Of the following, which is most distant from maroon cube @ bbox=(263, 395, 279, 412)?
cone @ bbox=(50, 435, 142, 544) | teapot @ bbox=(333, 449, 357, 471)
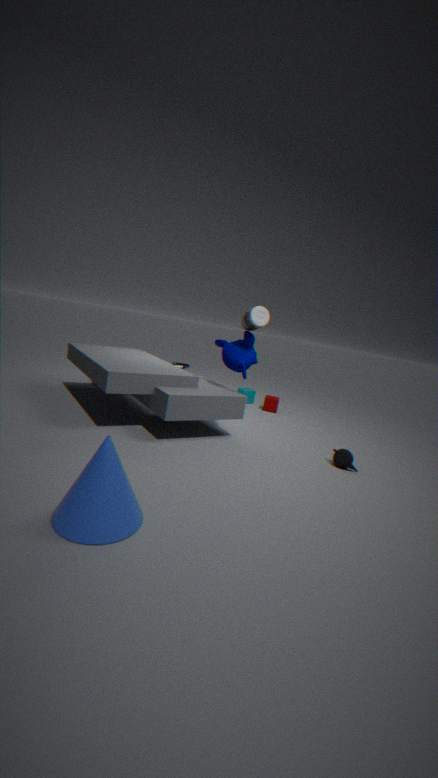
cone @ bbox=(50, 435, 142, 544)
